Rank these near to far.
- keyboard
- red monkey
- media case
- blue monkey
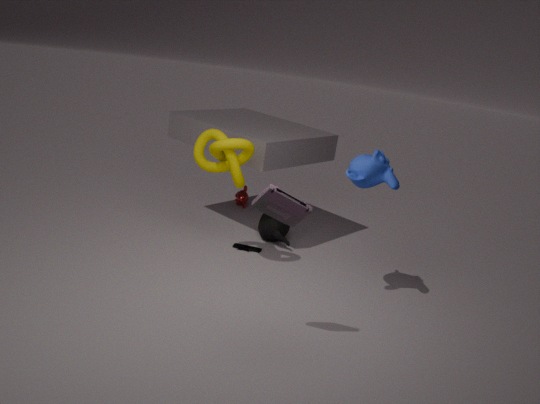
1. media case
2. blue monkey
3. keyboard
4. red monkey
